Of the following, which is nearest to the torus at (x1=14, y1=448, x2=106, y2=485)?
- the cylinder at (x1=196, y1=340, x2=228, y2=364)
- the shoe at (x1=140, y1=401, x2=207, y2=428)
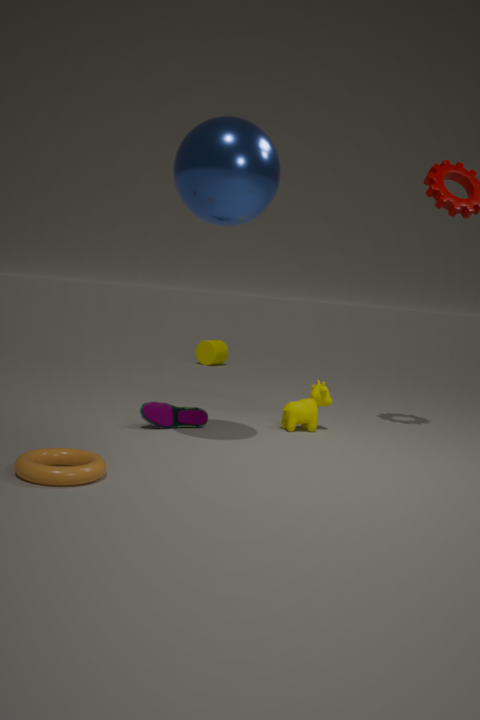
the shoe at (x1=140, y1=401, x2=207, y2=428)
